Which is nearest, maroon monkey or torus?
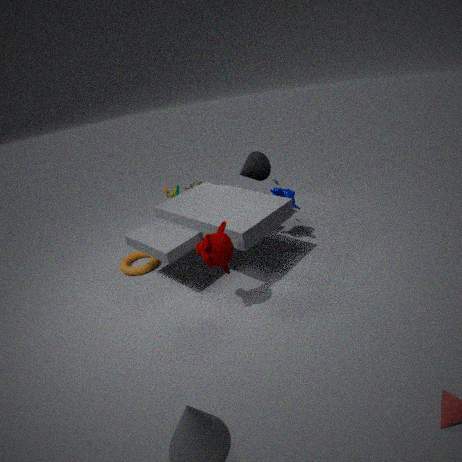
maroon monkey
